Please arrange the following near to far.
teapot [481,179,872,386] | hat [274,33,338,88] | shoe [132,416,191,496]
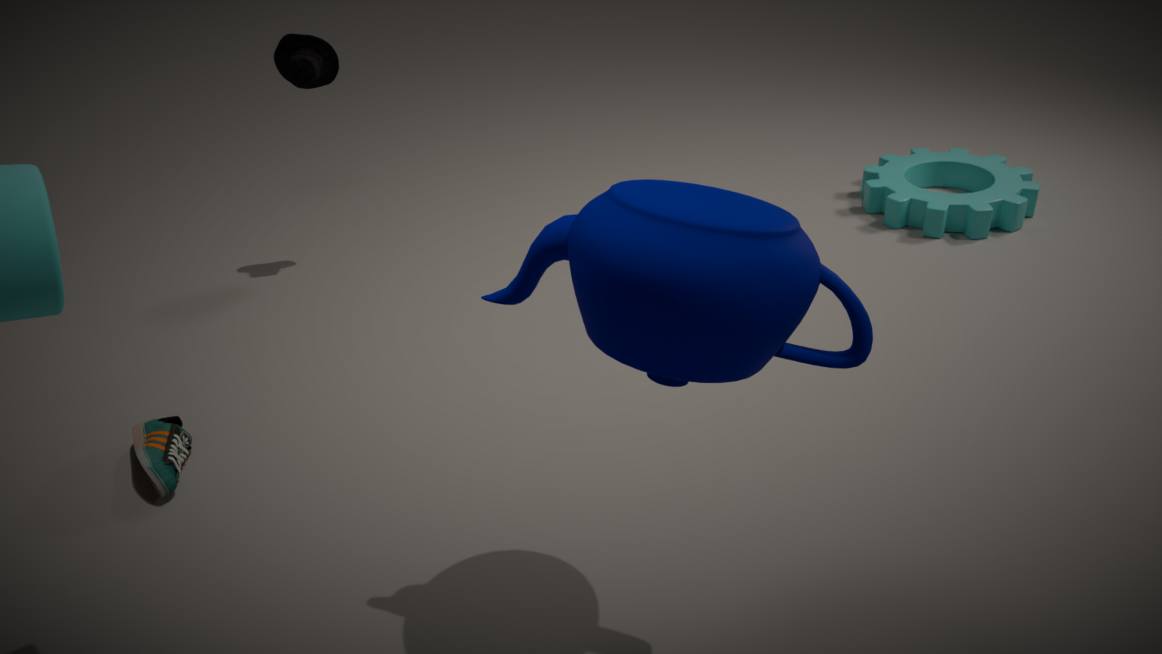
teapot [481,179,872,386], shoe [132,416,191,496], hat [274,33,338,88]
